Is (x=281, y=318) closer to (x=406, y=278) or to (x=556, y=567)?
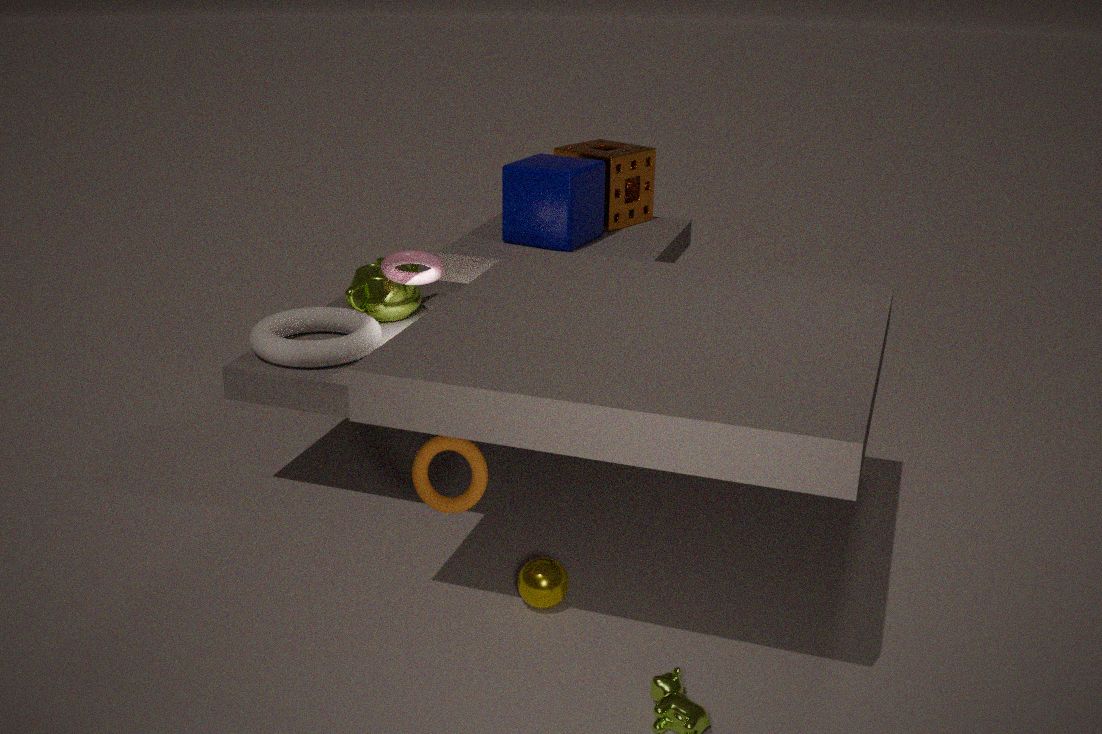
(x=406, y=278)
